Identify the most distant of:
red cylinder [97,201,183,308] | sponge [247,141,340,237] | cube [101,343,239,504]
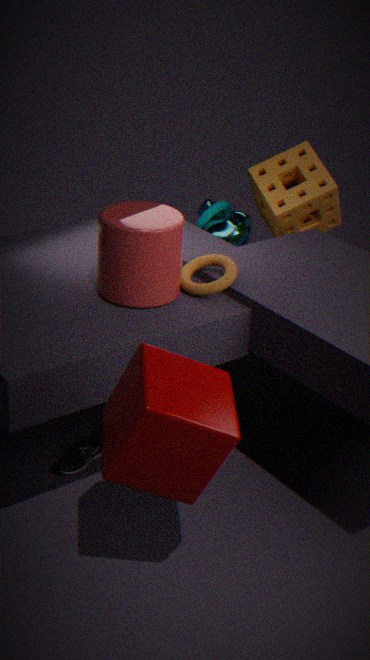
sponge [247,141,340,237]
